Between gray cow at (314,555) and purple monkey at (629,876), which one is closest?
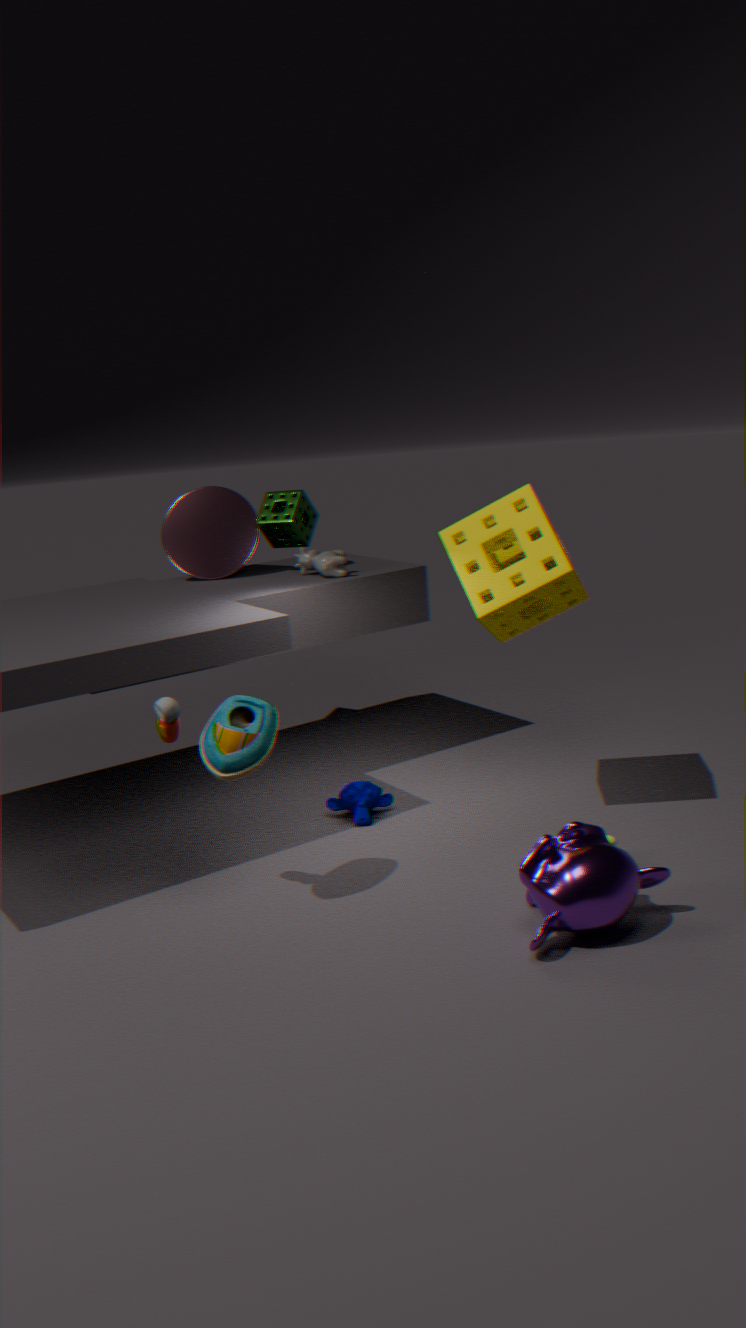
purple monkey at (629,876)
